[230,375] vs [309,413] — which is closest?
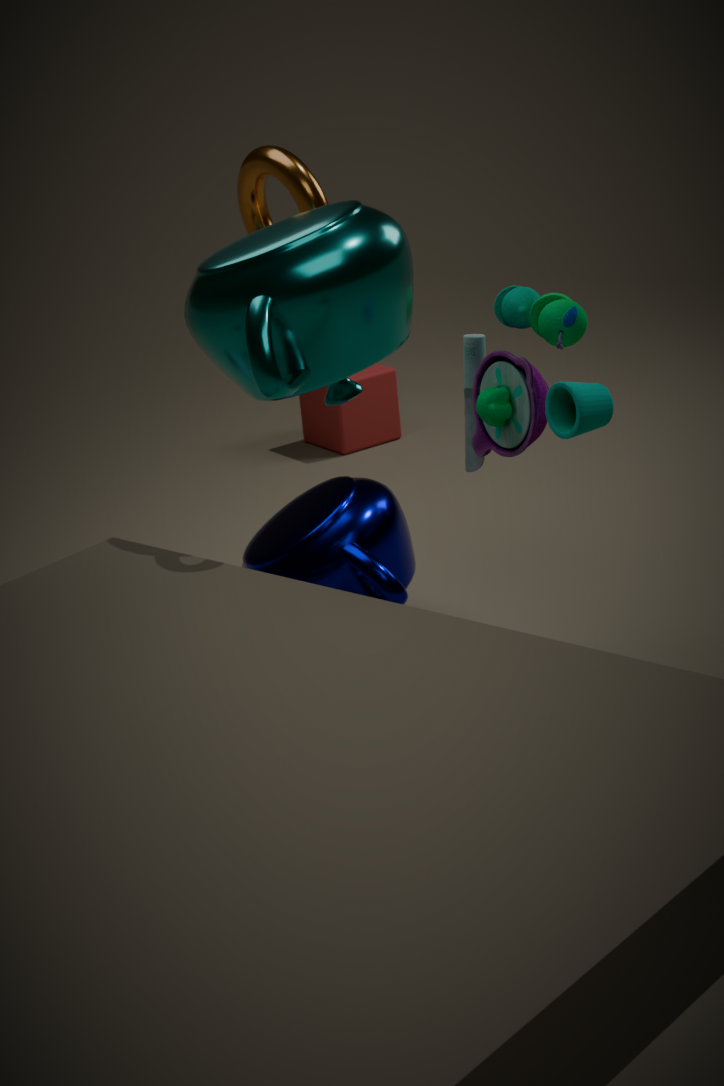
[230,375]
